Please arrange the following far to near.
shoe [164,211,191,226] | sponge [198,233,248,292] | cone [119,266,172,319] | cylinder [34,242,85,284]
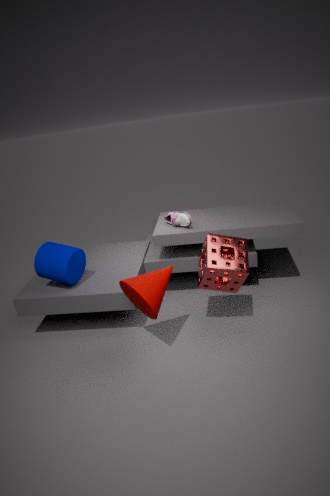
shoe [164,211,191,226] < cylinder [34,242,85,284] < sponge [198,233,248,292] < cone [119,266,172,319]
